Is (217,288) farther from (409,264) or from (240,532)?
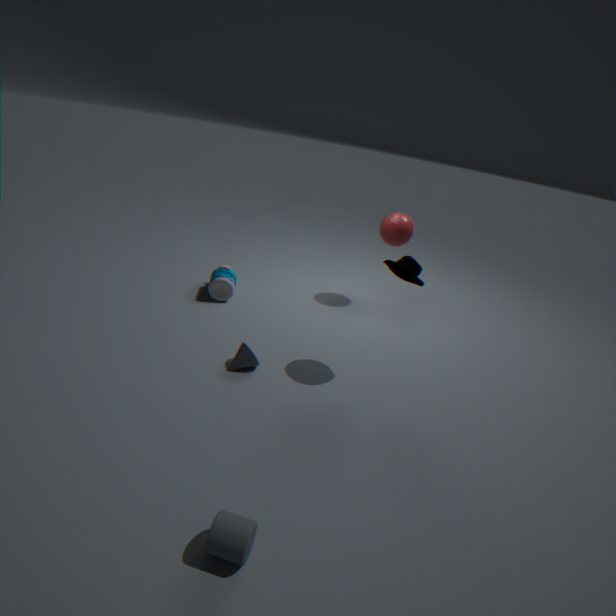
(240,532)
